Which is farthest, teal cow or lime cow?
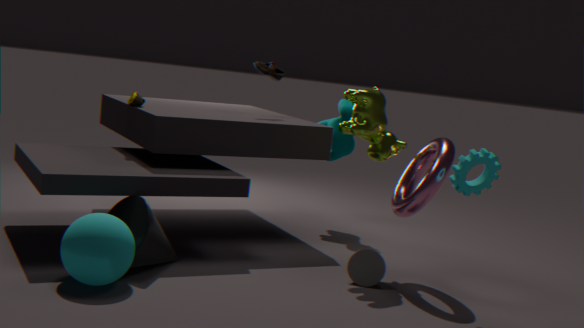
teal cow
